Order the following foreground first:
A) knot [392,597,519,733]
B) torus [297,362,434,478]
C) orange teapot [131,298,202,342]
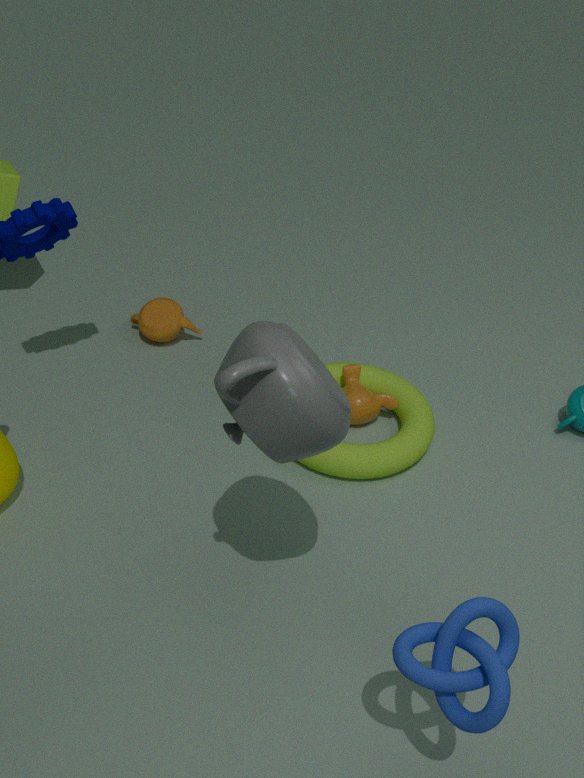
1. knot [392,597,519,733]
2. torus [297,362,434,478]
3. orange teapot [131,298,202,342]
